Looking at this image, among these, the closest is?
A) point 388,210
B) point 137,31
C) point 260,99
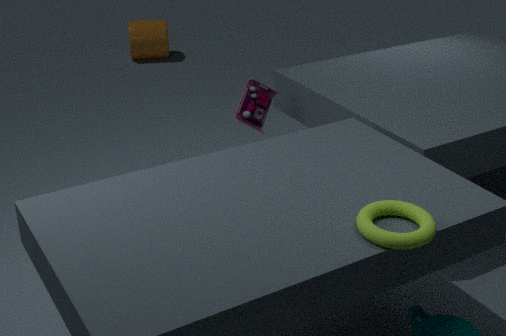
point 388,210
